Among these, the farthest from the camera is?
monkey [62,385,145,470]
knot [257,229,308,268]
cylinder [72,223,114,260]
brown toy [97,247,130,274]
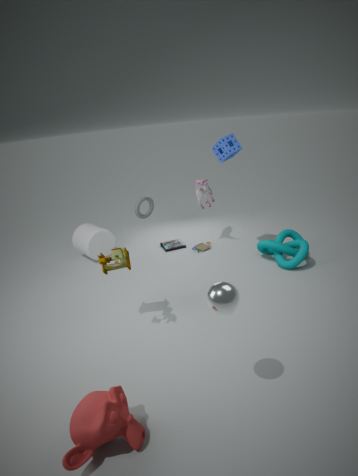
cylinder [72,223,114,260]
